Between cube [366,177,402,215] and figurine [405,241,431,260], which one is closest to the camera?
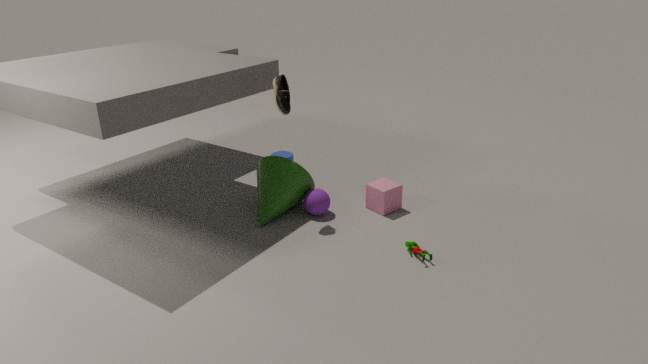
figurine [405,241,431,260]
